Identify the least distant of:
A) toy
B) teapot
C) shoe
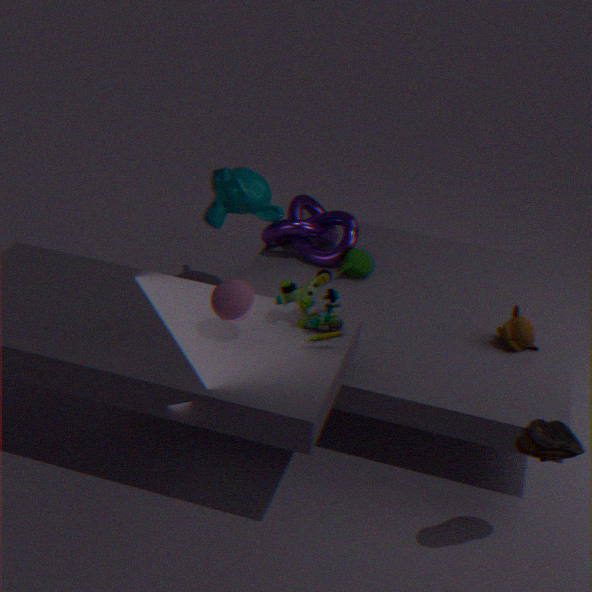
C. shoe
